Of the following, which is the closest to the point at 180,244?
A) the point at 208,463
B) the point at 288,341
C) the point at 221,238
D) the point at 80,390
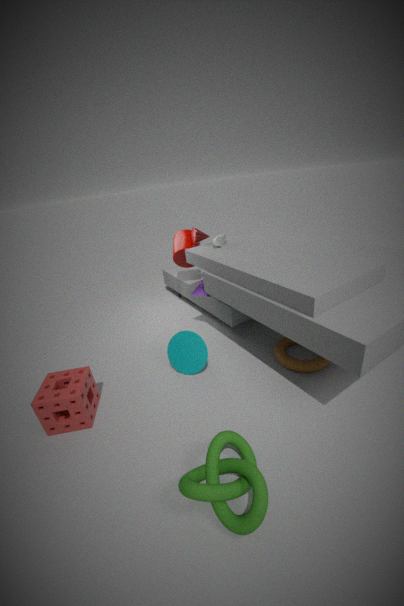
the point at 221,238
